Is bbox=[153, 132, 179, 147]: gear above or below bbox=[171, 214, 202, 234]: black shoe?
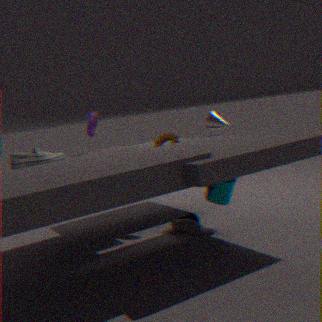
above
